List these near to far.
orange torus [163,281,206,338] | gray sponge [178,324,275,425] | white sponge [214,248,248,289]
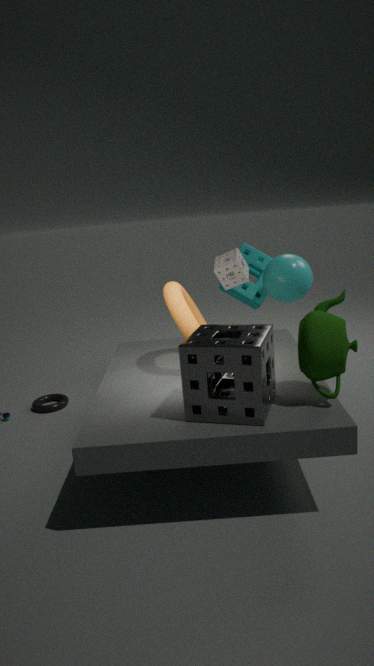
gray sponge [178,324,275,425] < orange torus [163,281,206,338] < white sponge [214,248,248,289]
